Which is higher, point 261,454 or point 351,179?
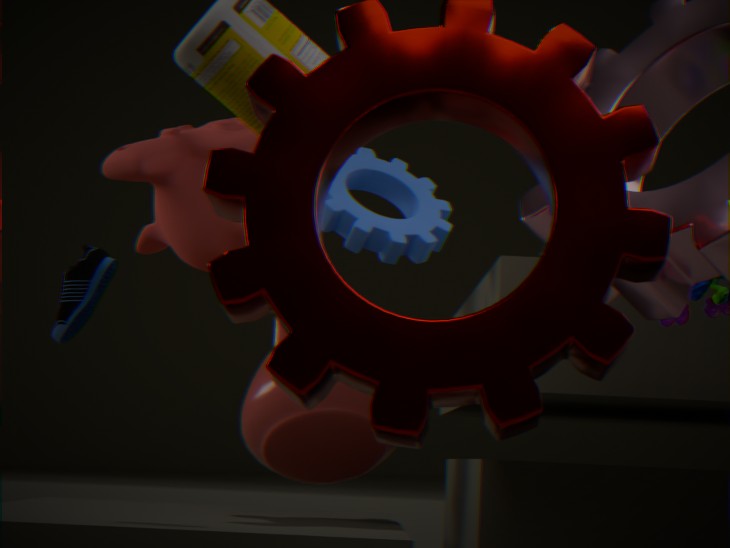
point 351,179
